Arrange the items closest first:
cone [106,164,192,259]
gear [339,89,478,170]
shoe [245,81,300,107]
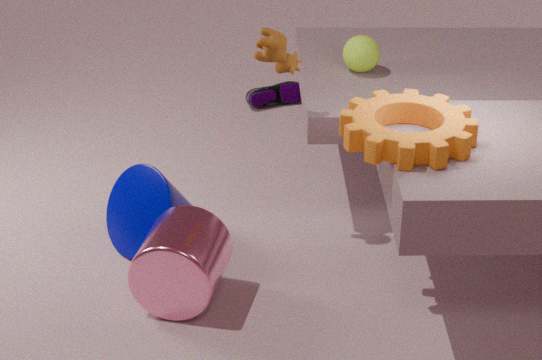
gear [339,89,478,170]
cone [106,164,192,259]
shoe [245,81,300,107]
